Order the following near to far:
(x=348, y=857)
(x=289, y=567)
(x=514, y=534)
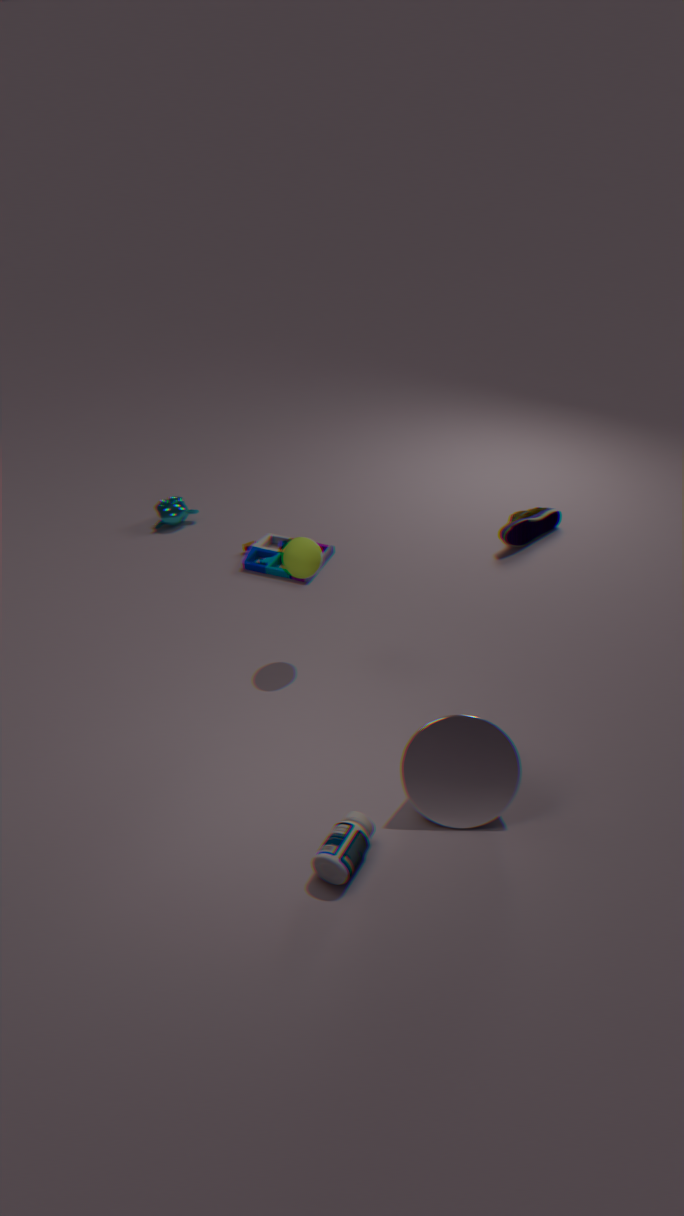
(x=348, y=857) < (x=289, y=567) < (x=514, y=534)
